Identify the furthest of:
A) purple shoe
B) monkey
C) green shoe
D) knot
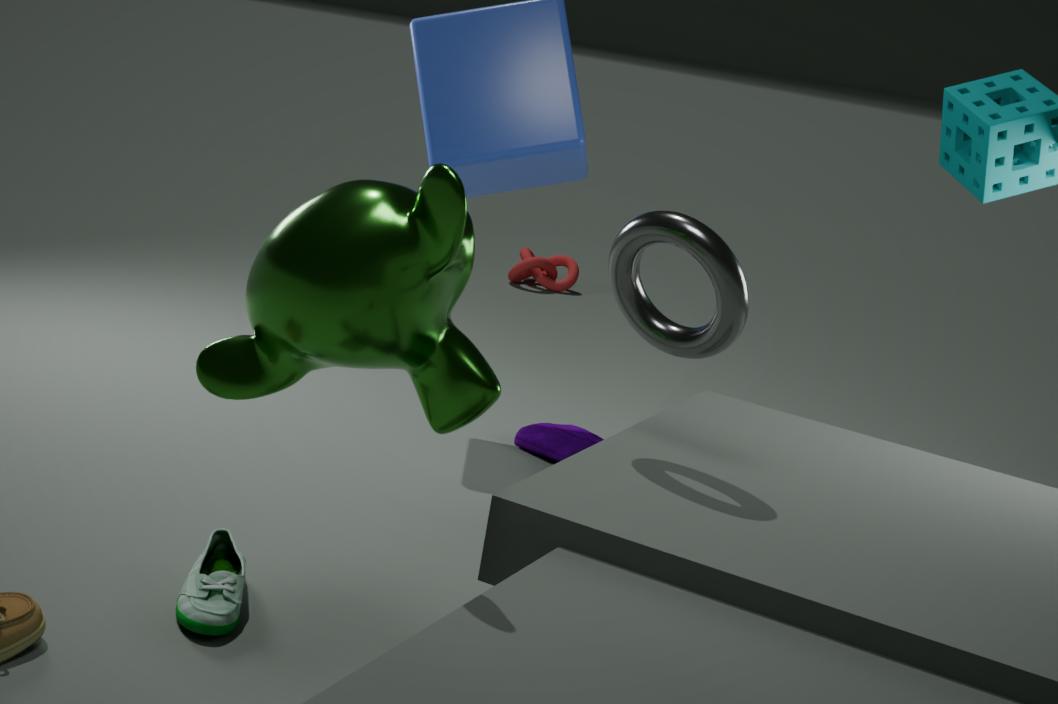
knot
